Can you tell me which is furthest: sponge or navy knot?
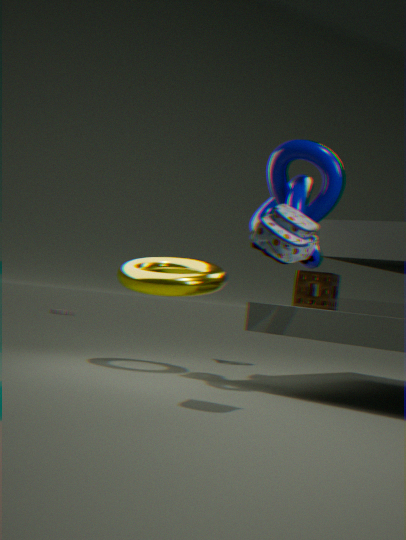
sponge
